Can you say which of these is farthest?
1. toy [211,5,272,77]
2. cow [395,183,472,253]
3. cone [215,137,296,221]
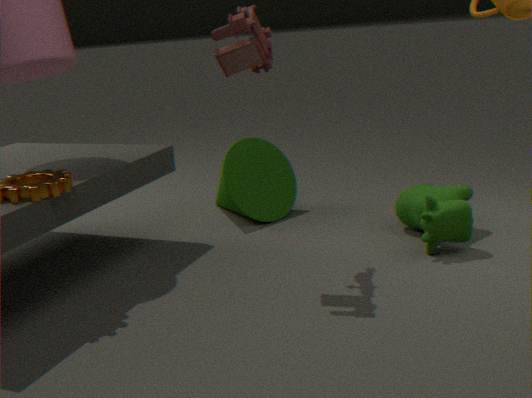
cone [215,137,296,221]
